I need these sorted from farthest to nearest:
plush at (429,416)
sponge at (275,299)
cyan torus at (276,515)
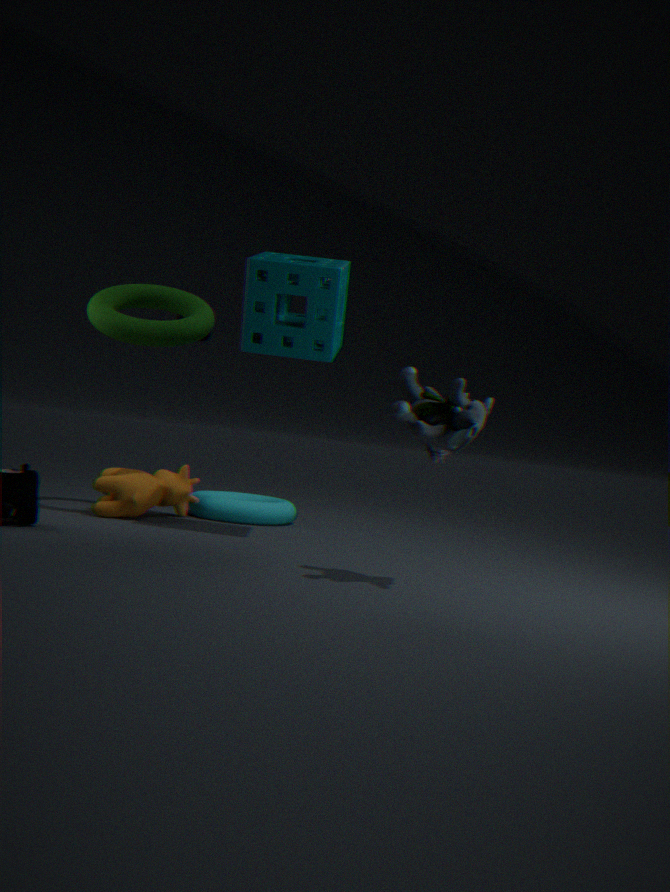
cyan torus at (276,515), sponge at (275,299), plush at (429,416)
